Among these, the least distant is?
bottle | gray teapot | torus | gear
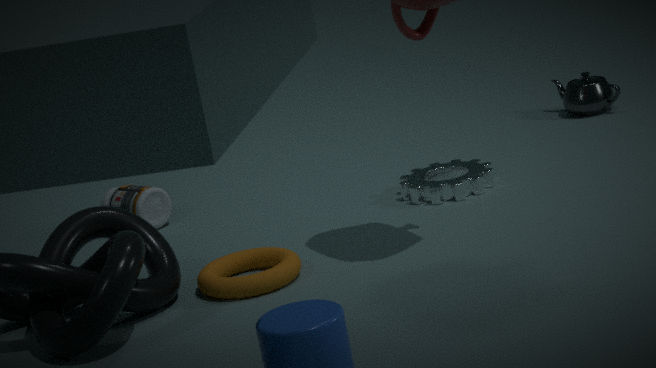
torus
